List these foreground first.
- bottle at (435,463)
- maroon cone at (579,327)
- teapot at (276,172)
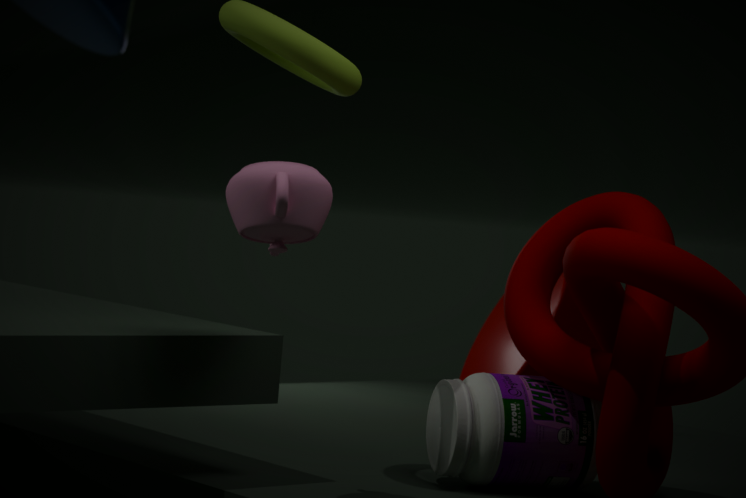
teapot at (276,172), bottle at (435,463), maroon cone at (579,327)
